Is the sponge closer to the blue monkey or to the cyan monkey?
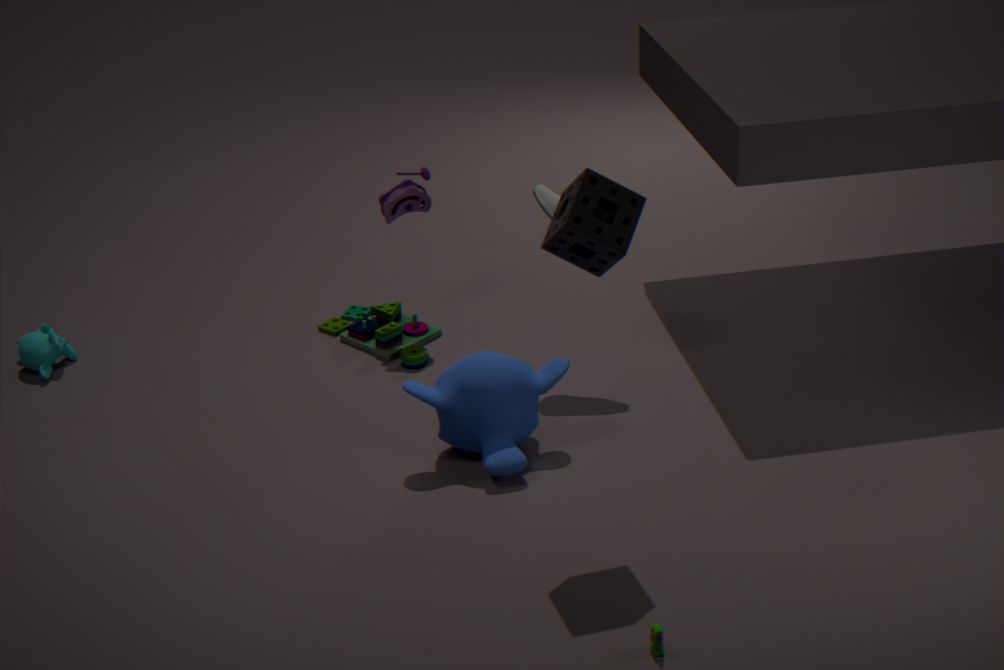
the blue monkey
